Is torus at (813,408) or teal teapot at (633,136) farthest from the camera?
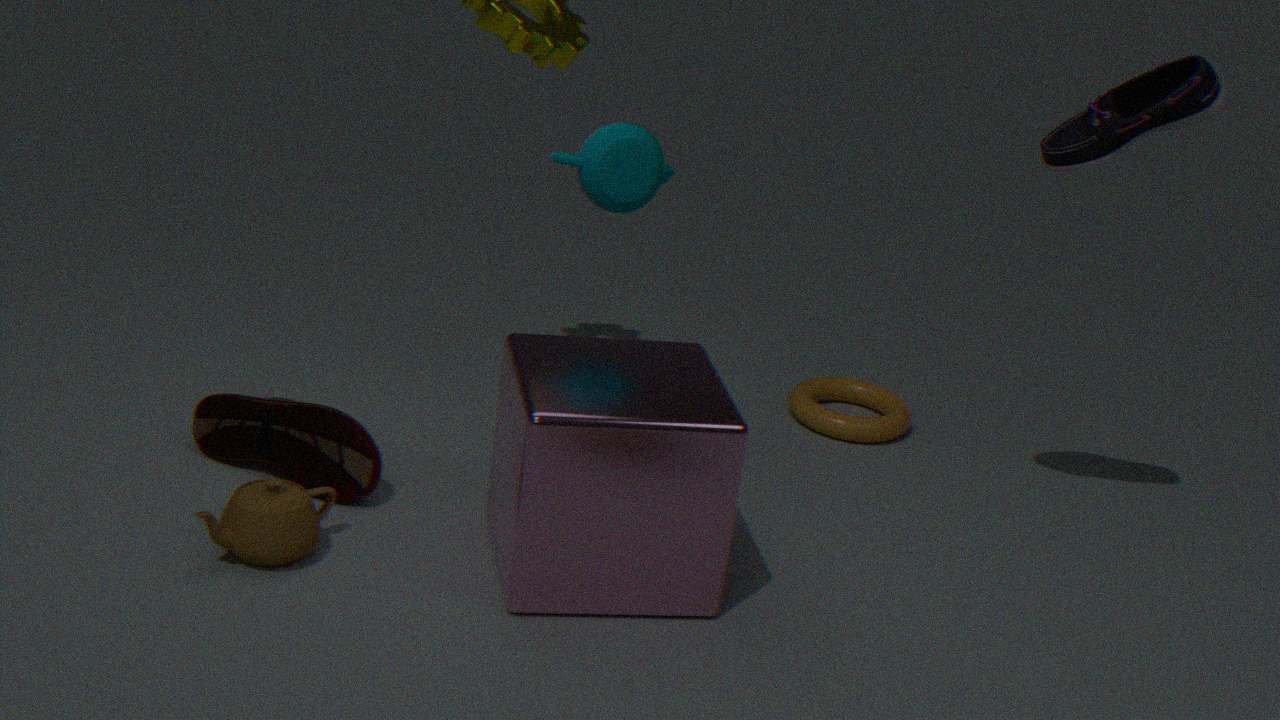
torus at (813,408)
